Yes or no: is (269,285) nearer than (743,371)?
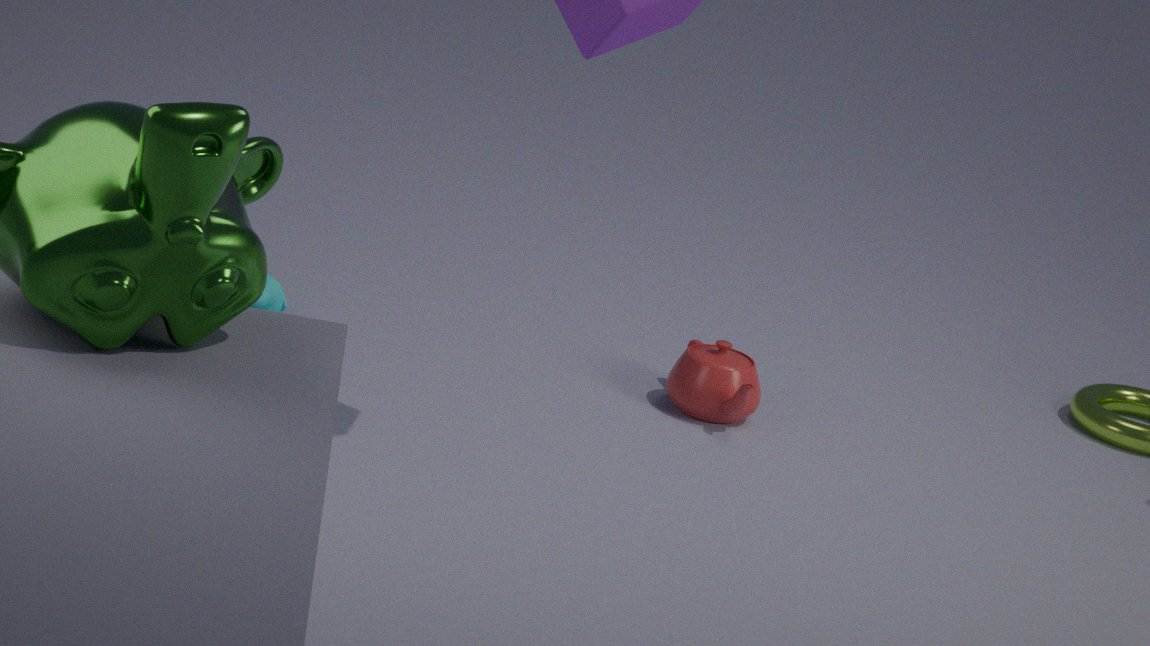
Yes
